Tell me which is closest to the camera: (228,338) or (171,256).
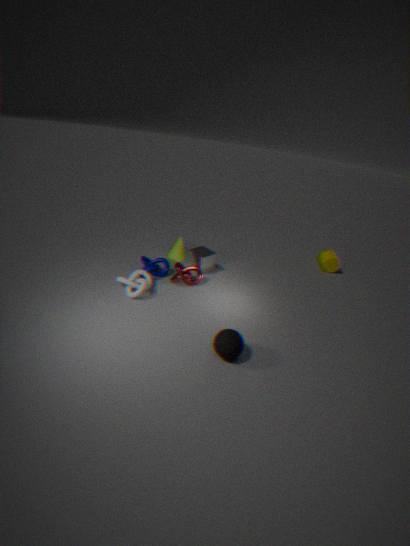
(228,338)
